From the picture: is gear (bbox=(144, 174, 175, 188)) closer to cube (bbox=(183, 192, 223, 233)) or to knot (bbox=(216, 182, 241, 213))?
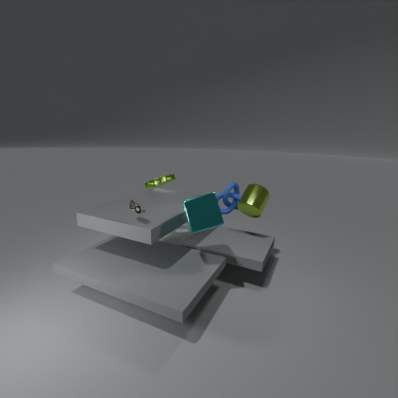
knot (bbox=(216, 182, 241, 213))
